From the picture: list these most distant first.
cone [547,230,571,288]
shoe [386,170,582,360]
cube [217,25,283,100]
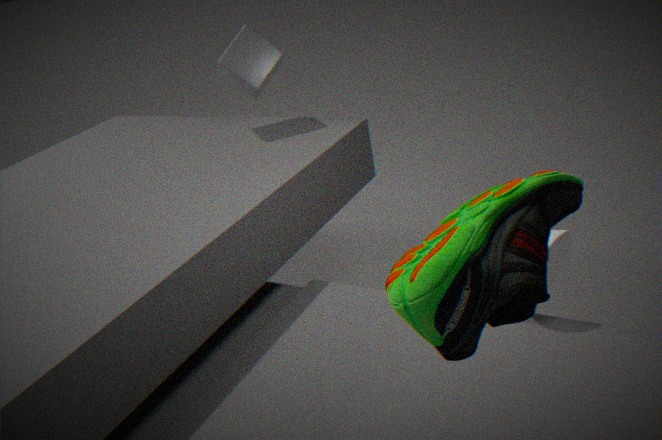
cube [217,25,283,100]
cone [547,230,571,288]
shoe [386,170,582,360]
